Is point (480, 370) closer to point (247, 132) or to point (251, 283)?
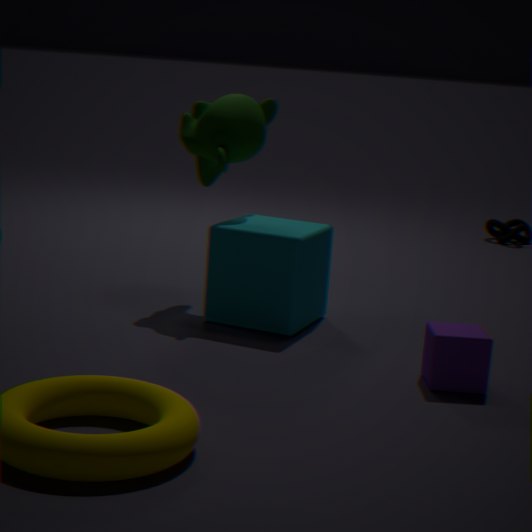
point (251, 283)
